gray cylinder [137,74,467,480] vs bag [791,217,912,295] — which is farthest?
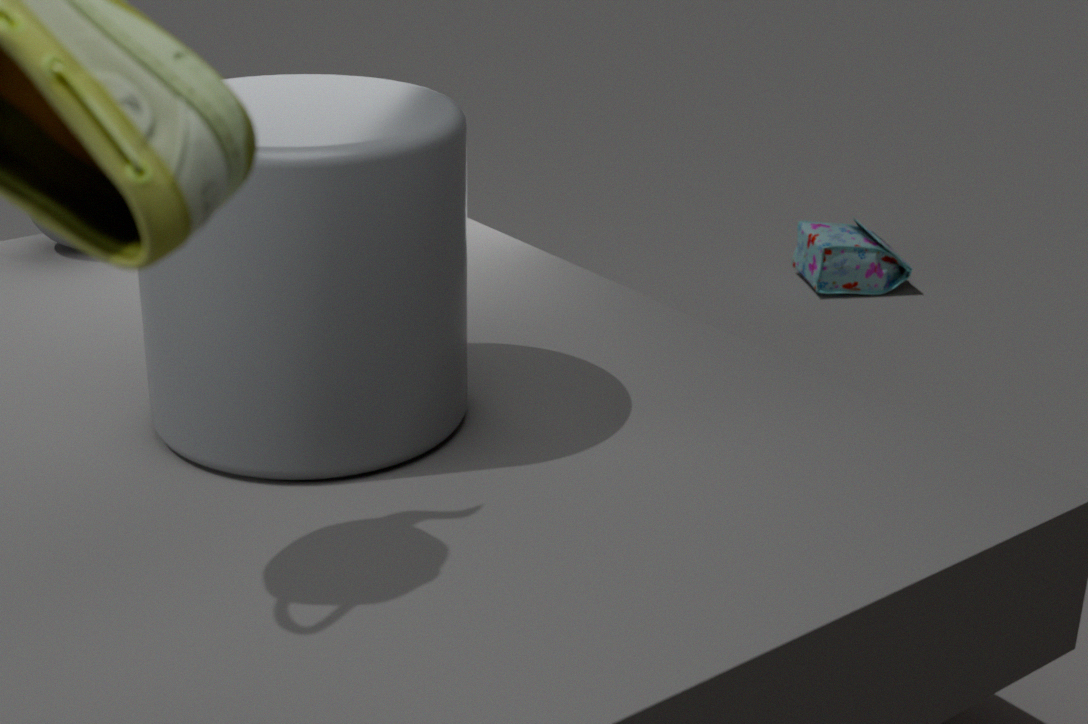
bag [791,217,912,295]
